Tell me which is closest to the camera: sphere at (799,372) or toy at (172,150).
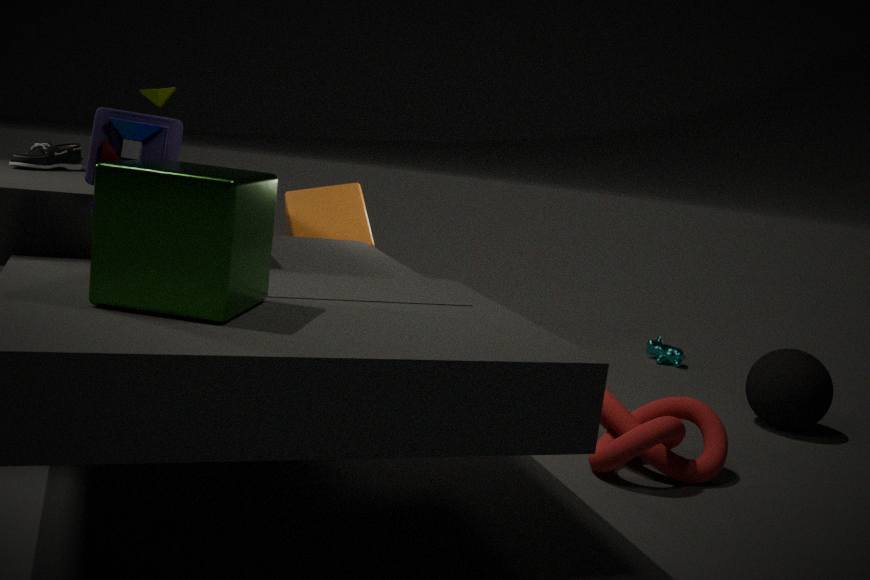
toy at (172,150)
